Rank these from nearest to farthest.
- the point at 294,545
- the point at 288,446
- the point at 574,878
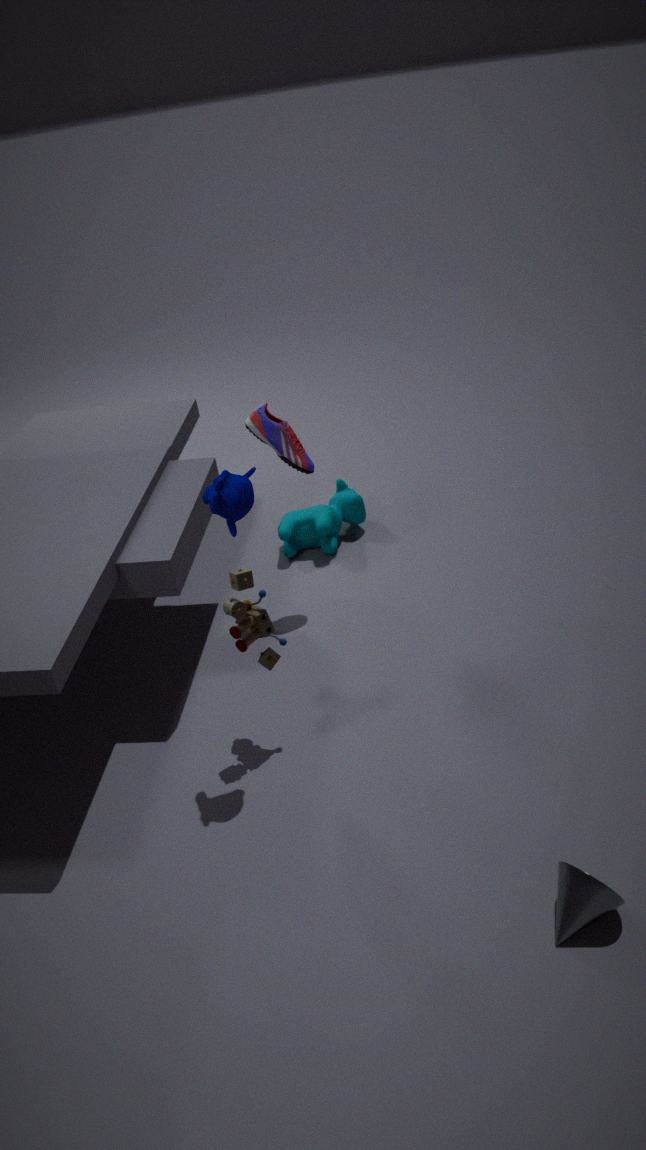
the point at 574,878, the point at 288,446, the point at 294,545
